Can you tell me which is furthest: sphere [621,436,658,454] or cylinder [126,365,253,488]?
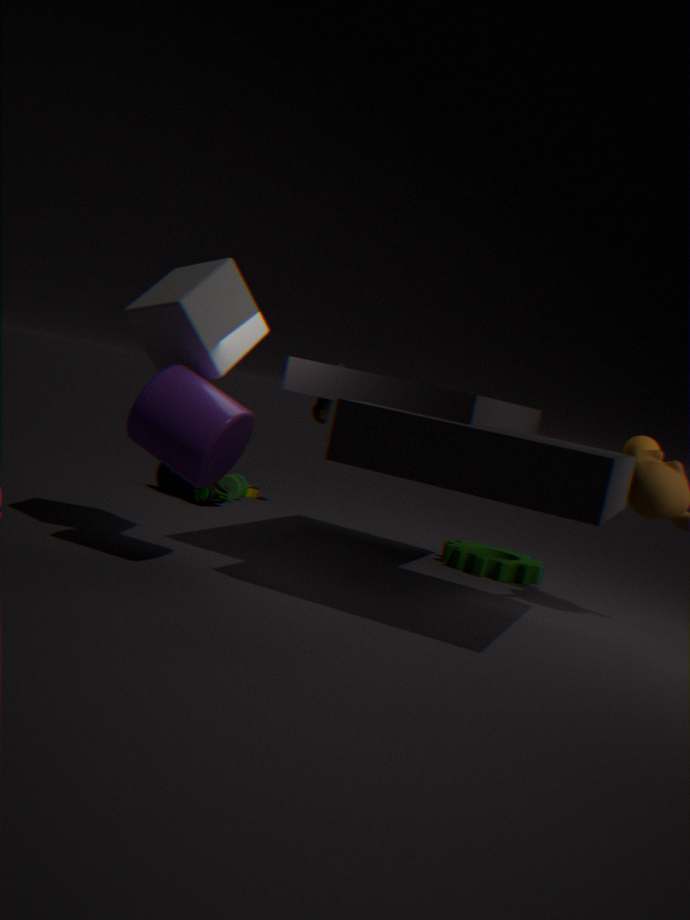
sphere [621,436,658,454]
